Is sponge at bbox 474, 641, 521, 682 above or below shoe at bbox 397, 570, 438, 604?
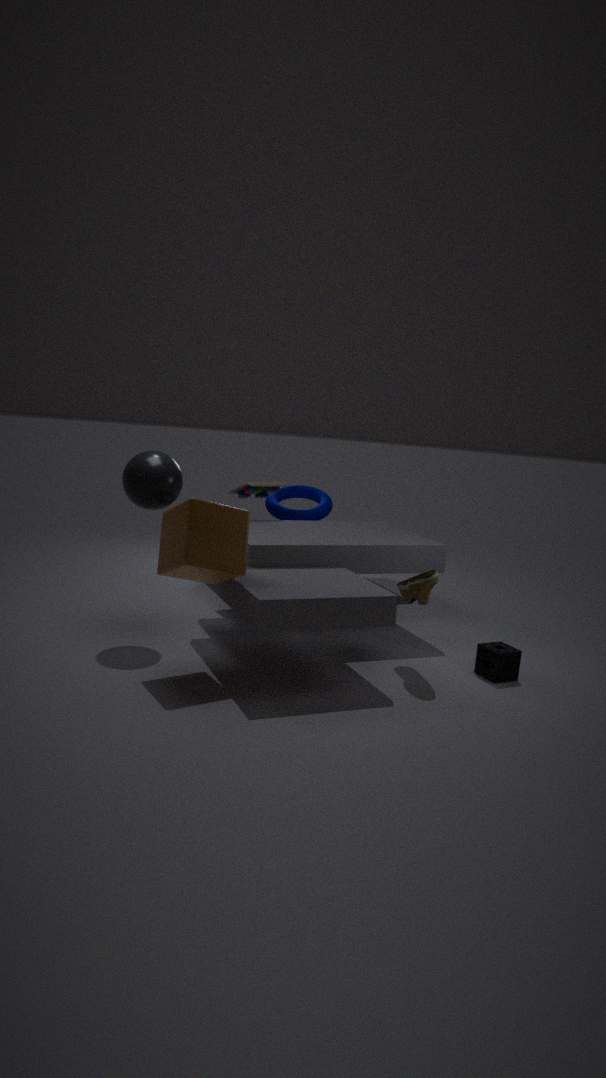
below
